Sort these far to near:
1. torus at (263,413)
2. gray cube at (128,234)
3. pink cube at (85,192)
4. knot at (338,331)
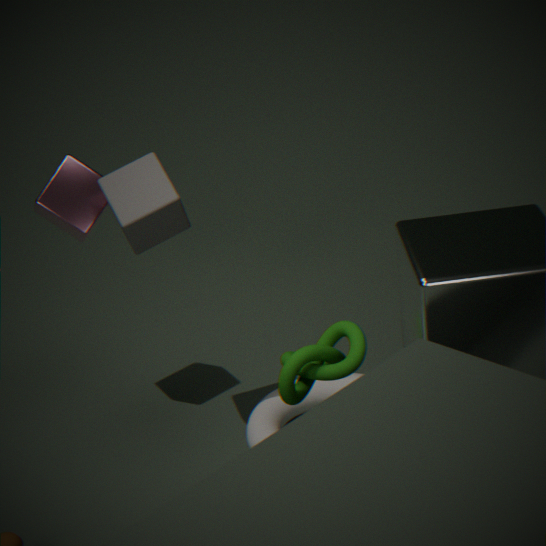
torus at (263,413) < pink cube at (85,192) < gray cube at (128,234) < knot at (338,331)
